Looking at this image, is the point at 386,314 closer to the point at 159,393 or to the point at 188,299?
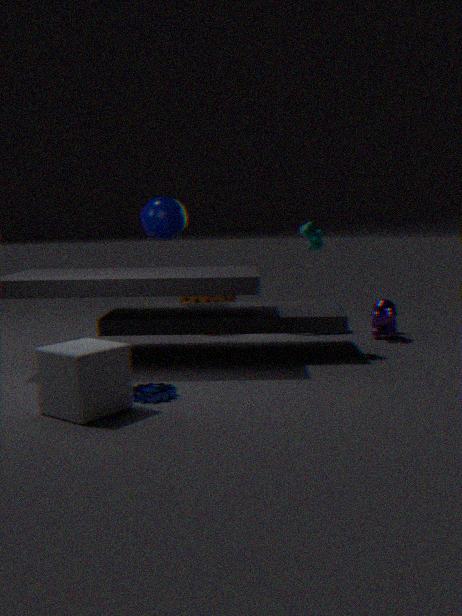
the point at 188,299
